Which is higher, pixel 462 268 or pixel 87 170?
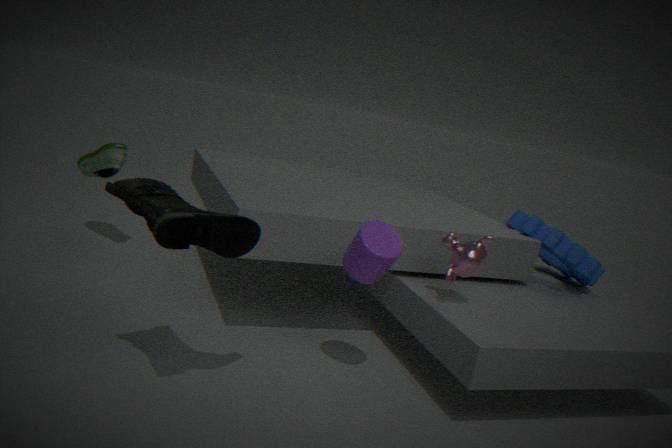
pixel 462 268
